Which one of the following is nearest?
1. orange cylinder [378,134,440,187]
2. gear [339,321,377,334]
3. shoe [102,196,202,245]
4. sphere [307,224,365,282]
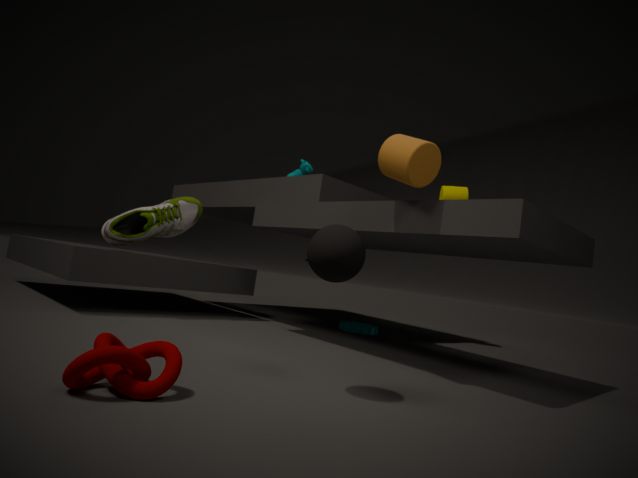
sphere [307,224,365,282]
